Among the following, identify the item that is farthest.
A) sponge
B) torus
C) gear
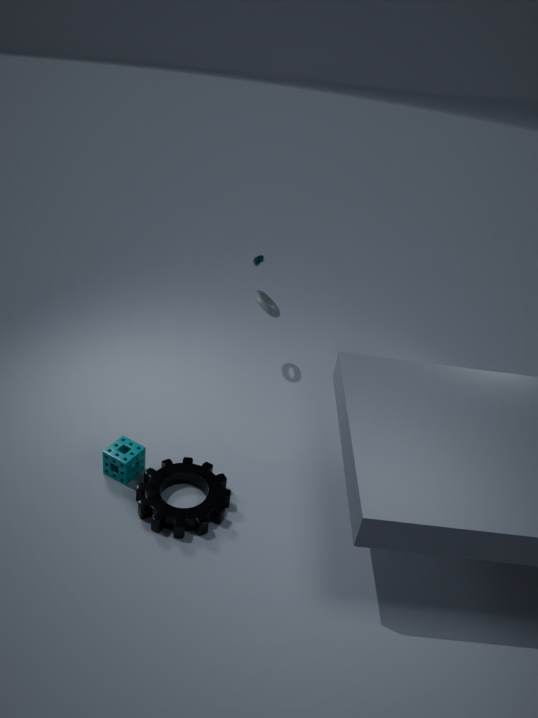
torus
